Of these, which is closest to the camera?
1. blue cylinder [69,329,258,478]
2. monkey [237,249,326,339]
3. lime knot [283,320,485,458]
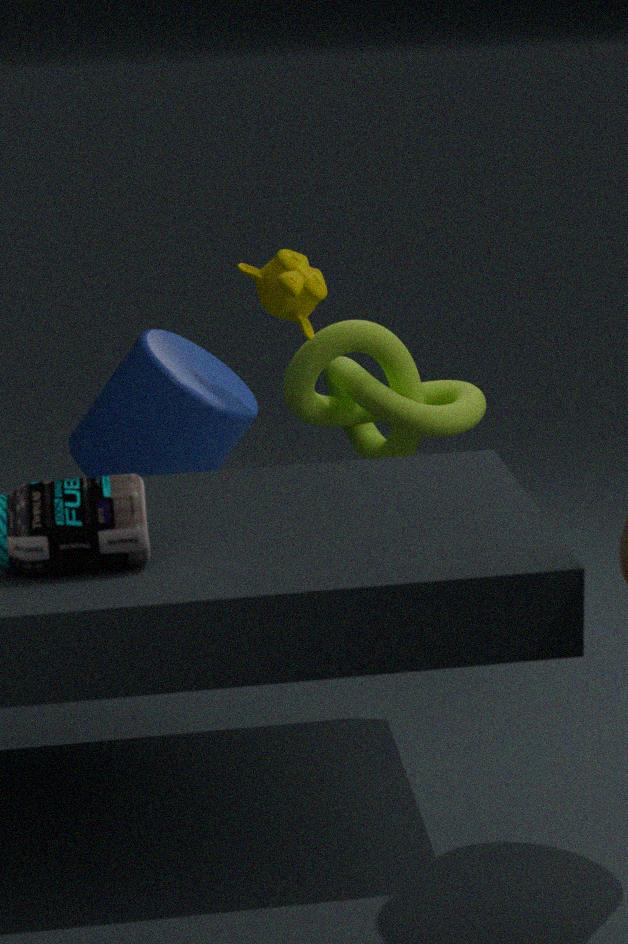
monkey [237,249,326,339]
